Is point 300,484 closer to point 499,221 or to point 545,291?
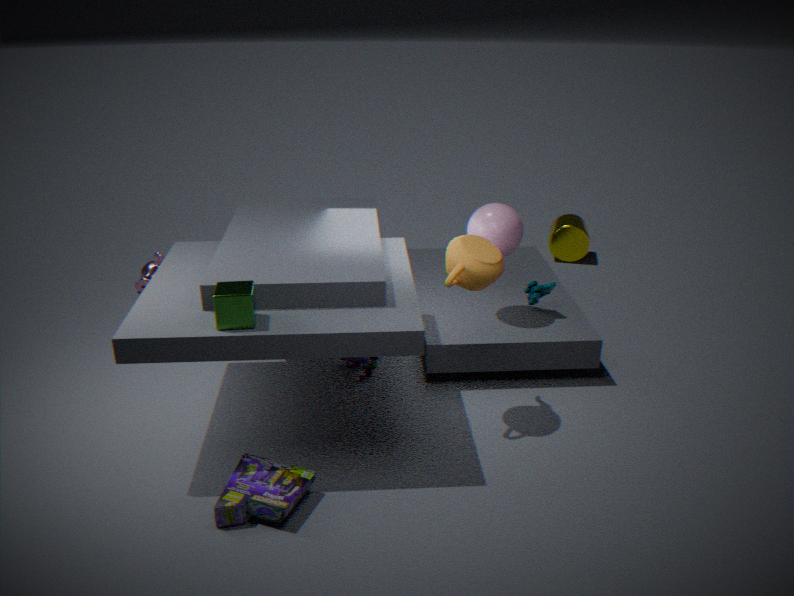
point 499,221
